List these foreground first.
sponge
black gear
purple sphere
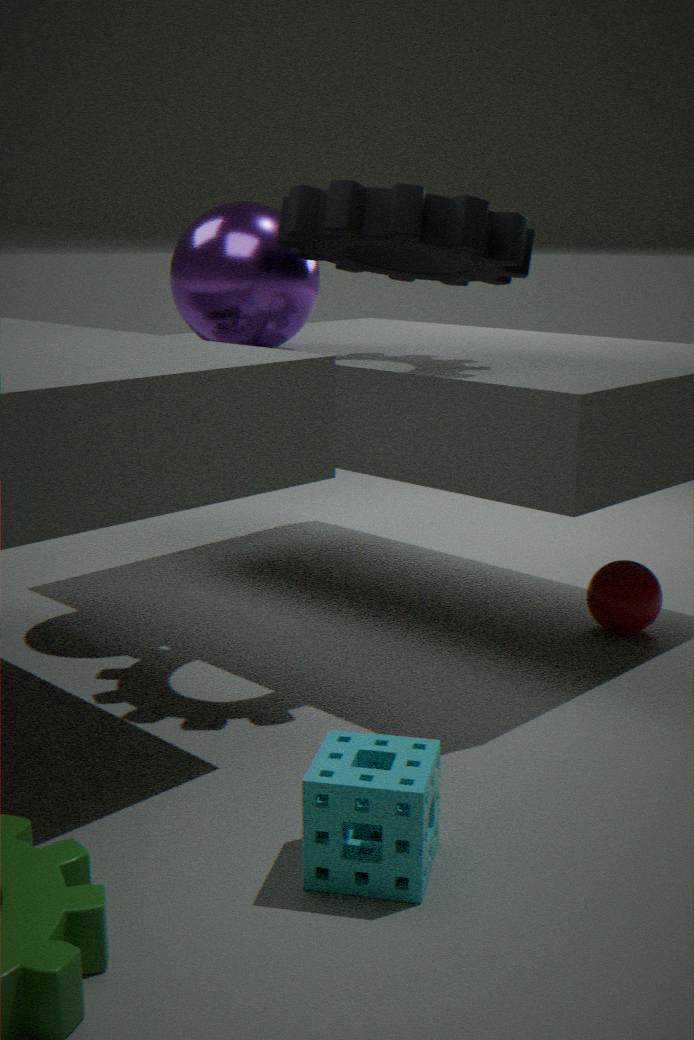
sponge, black gear, purple sphere
